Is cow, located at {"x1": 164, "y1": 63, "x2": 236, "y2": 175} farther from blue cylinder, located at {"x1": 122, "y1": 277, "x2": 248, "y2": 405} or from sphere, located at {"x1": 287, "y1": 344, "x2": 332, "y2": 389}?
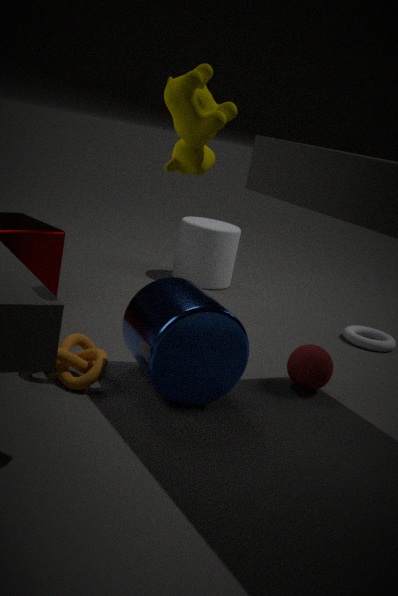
sphere, located at {"x1": 287, "y1": 344, "x2": 332, "y2": 389}
